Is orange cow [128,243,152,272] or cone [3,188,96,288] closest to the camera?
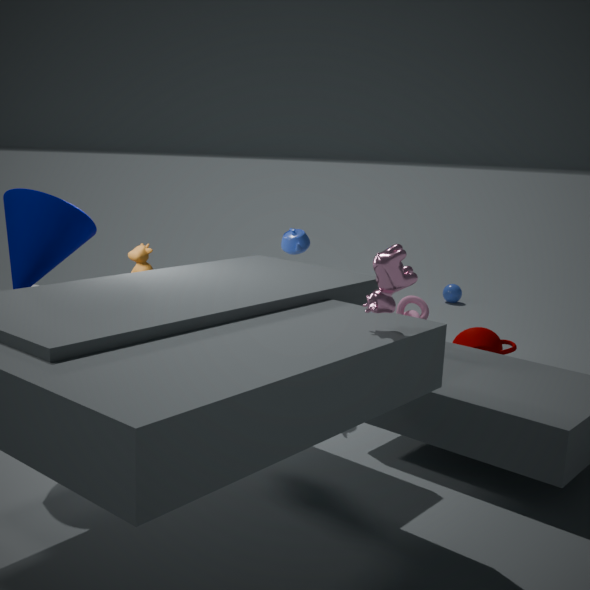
cone [3,188,96,288]
